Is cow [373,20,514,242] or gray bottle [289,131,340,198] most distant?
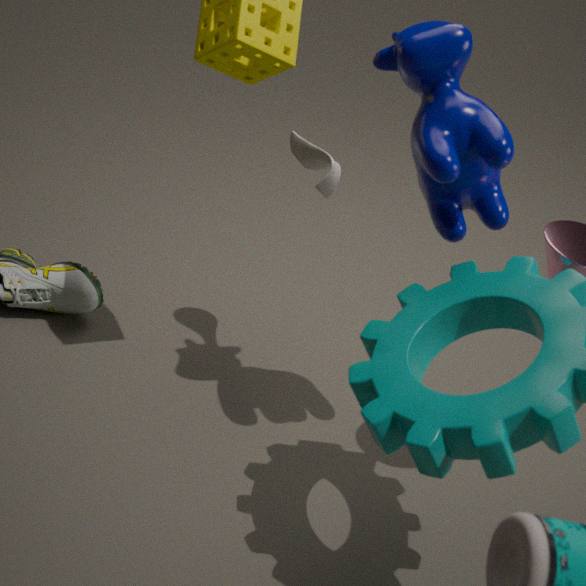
gray bottle [289,131,340,198]
